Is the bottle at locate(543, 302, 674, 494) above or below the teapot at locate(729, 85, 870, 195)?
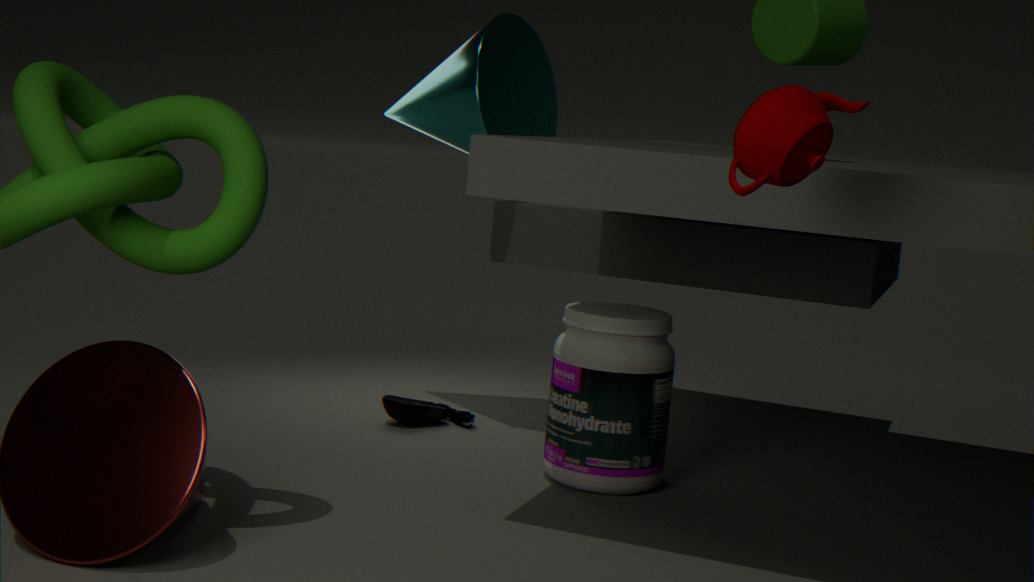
below
